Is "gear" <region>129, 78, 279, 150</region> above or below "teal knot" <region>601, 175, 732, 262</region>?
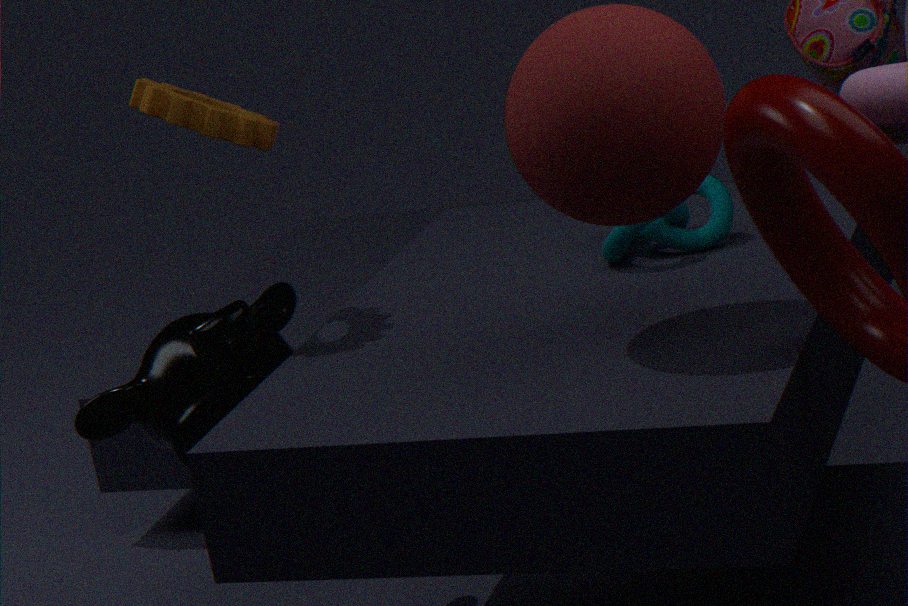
Result: above
